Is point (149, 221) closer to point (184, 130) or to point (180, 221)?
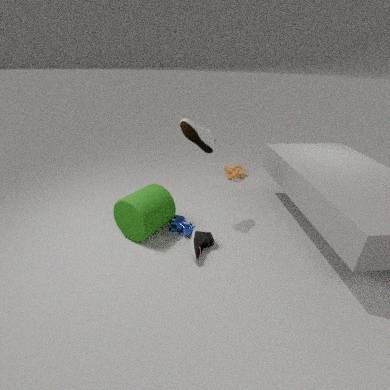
point (180, 221)
